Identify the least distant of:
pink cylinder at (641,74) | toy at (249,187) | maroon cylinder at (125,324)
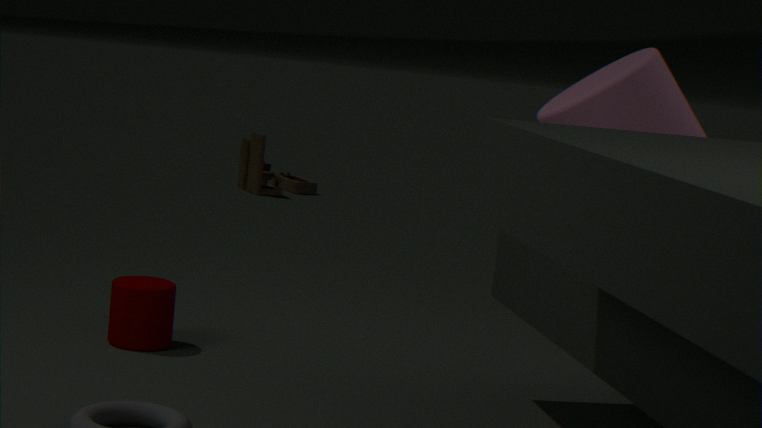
pink cylinder at (641,74)
